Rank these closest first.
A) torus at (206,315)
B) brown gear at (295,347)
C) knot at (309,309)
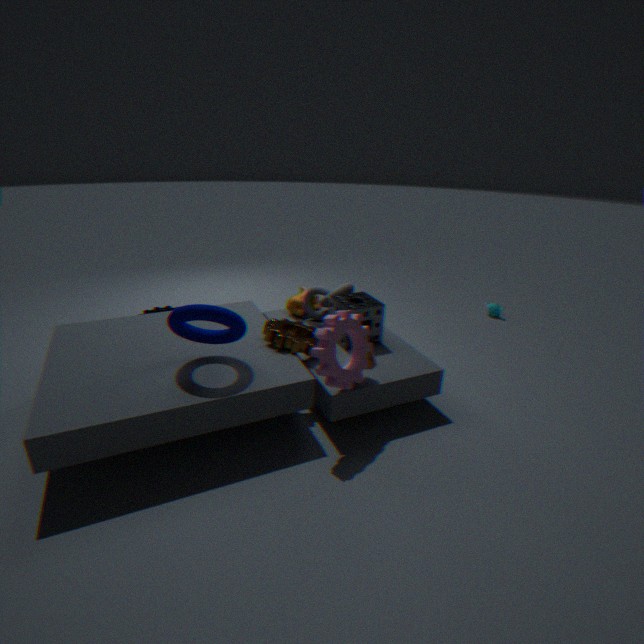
torus at (206,315) → brown gear at (295,347) → knot at (309,309)
